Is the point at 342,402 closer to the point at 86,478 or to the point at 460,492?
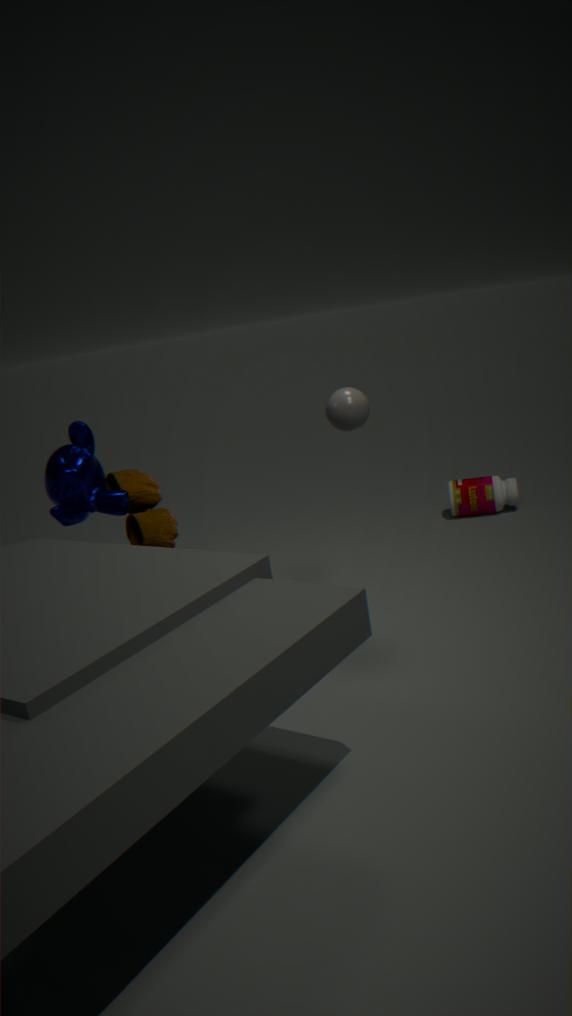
the point at 86,478
